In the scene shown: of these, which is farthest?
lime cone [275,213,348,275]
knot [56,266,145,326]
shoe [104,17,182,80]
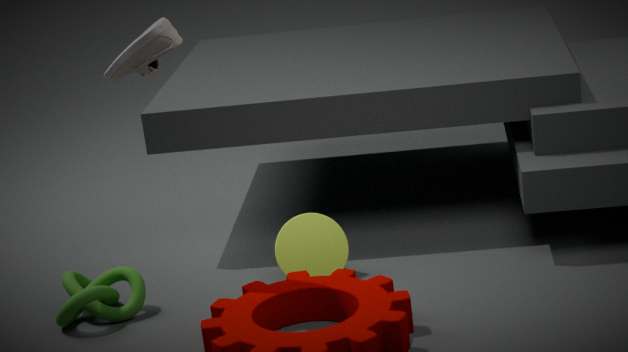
lime cone [275,213,348,275]
